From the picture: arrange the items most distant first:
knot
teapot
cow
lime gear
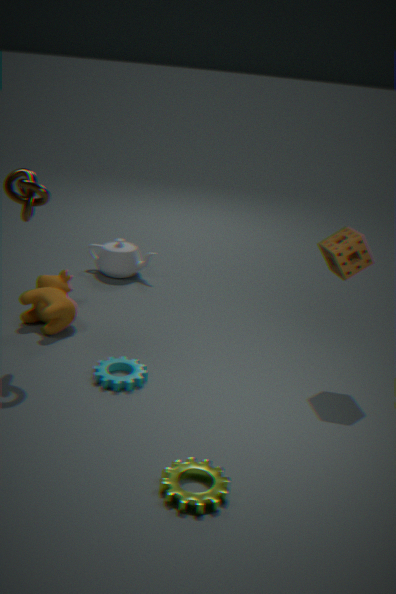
teapot → cow → knot → lime gear
